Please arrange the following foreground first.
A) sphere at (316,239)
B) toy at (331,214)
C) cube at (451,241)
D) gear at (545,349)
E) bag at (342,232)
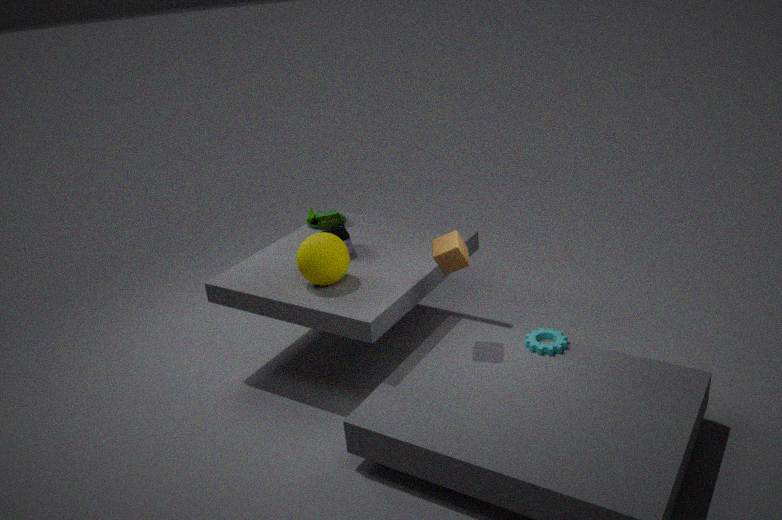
cube at (451,241)
gear at (545,349)
sphere at (316,239)
bag at (342,232)
toy at (331,214)
